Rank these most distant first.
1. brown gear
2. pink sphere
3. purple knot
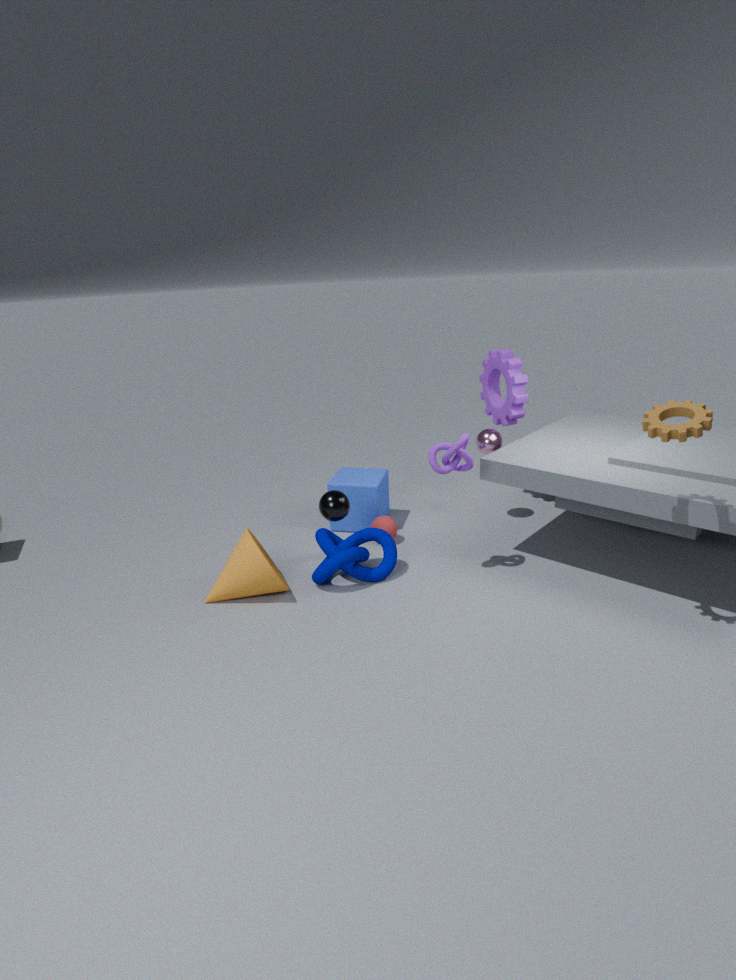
1. pink sphere
2. purple knot
3. brown gear
